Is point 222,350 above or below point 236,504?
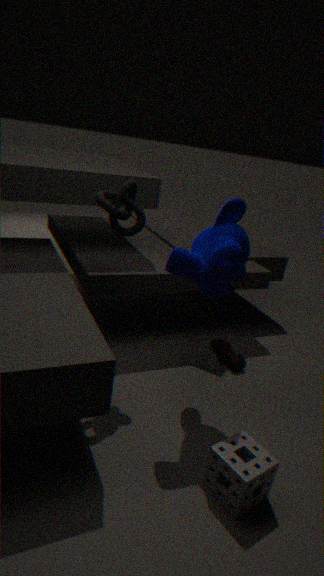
below
